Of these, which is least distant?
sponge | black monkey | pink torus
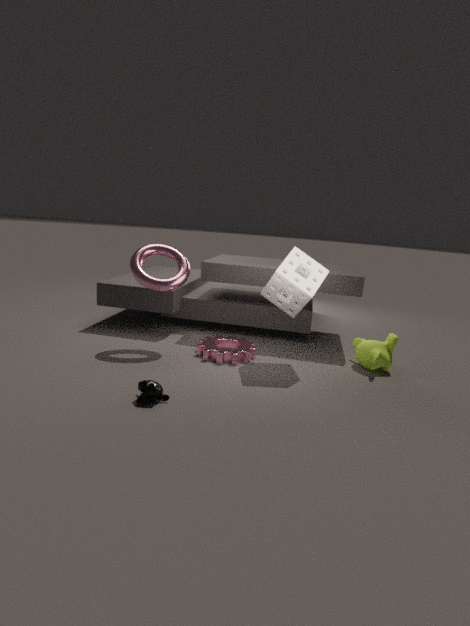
black monkey
